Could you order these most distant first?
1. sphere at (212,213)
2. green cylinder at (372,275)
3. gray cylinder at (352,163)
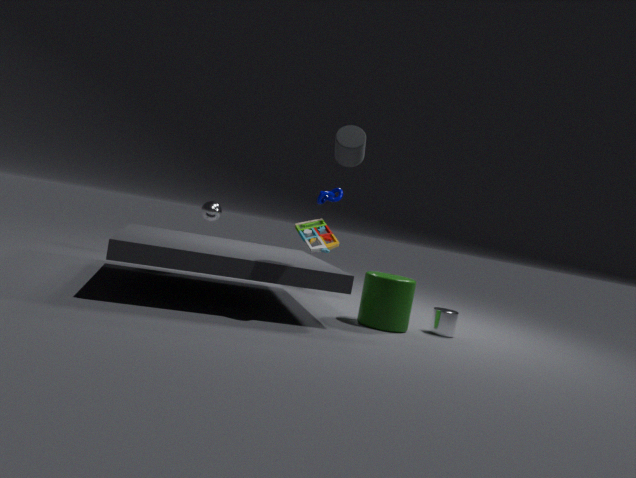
sphere at (212,213), green cylinder at (372,275), gray cylinder at (352,163)
